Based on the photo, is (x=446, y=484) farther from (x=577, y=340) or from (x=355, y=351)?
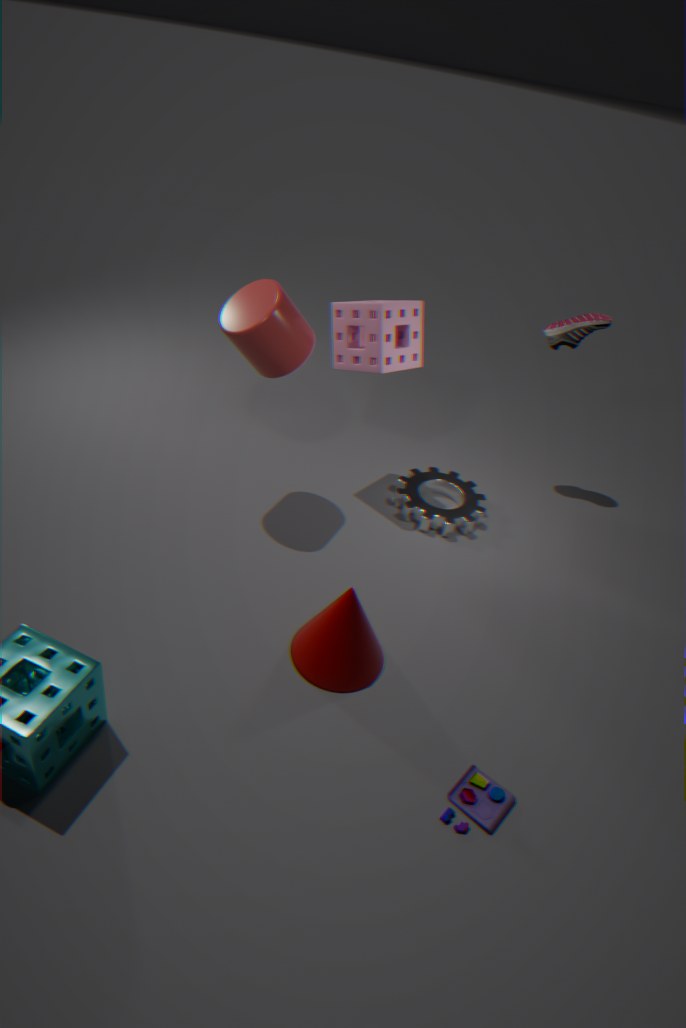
(x=577, y=340)
